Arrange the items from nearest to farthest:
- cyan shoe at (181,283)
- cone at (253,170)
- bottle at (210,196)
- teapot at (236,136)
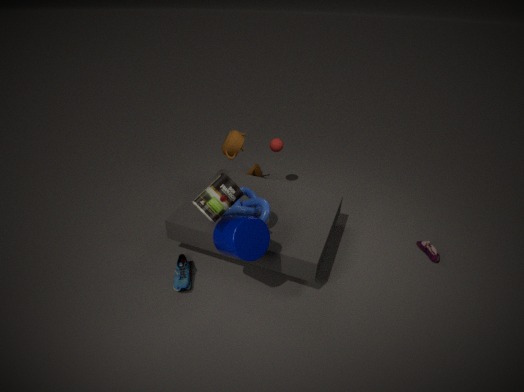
bottle at (210,196), cyan shoe at (181,283), teapot at (236,136), cone at (253,170)
